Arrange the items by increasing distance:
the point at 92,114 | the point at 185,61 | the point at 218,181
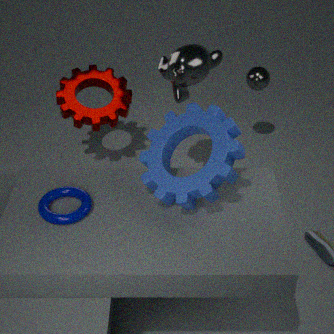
1. the point at 218,181
2. the point at 185,61
3. the point at 92,114
